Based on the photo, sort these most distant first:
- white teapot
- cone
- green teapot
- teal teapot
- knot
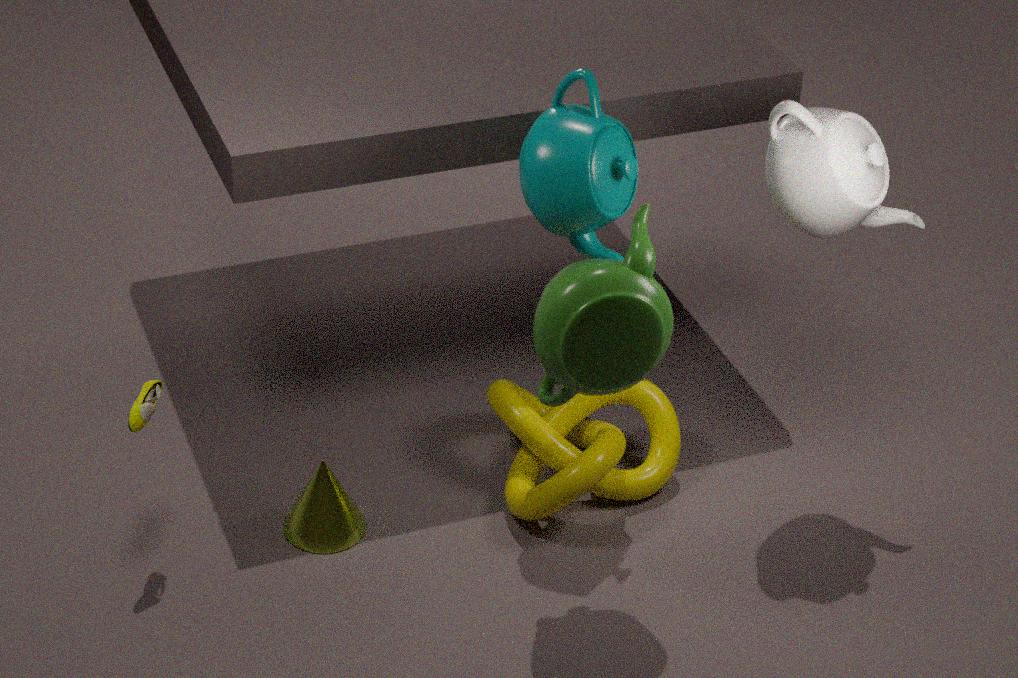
cone < knot < white teapot < teal teapot < green teapot
